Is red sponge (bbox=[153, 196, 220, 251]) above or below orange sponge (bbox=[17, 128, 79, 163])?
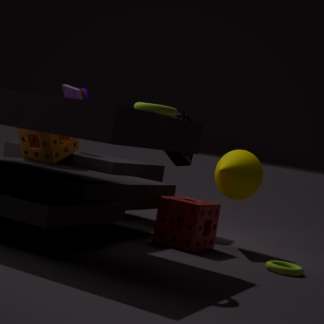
below
